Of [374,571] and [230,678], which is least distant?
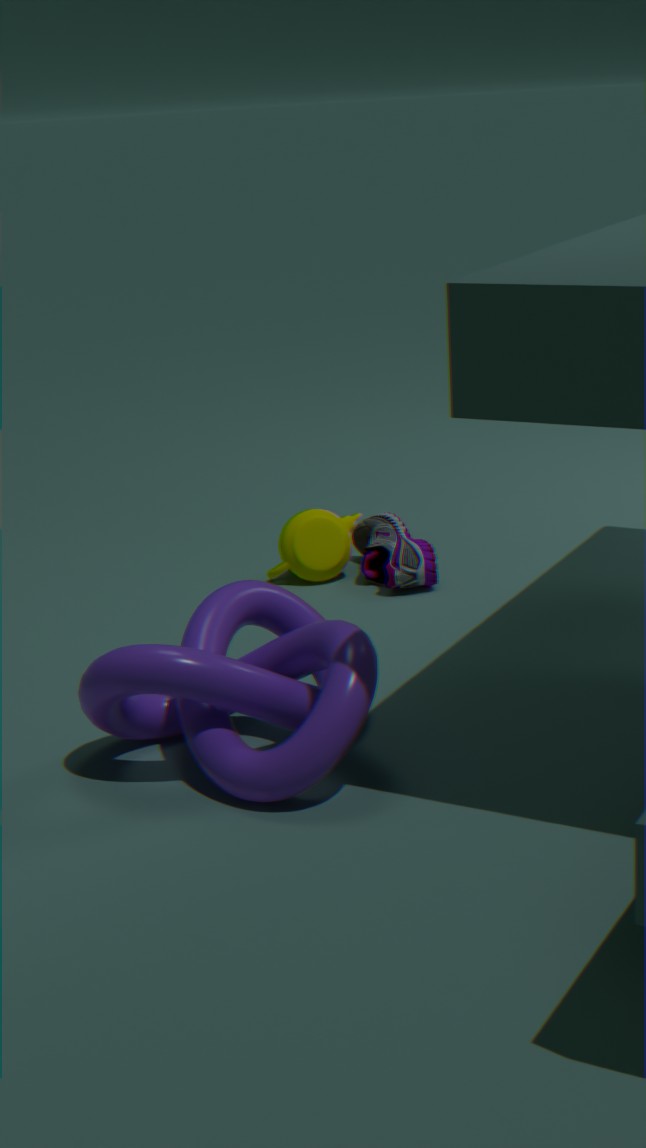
[230,678]
